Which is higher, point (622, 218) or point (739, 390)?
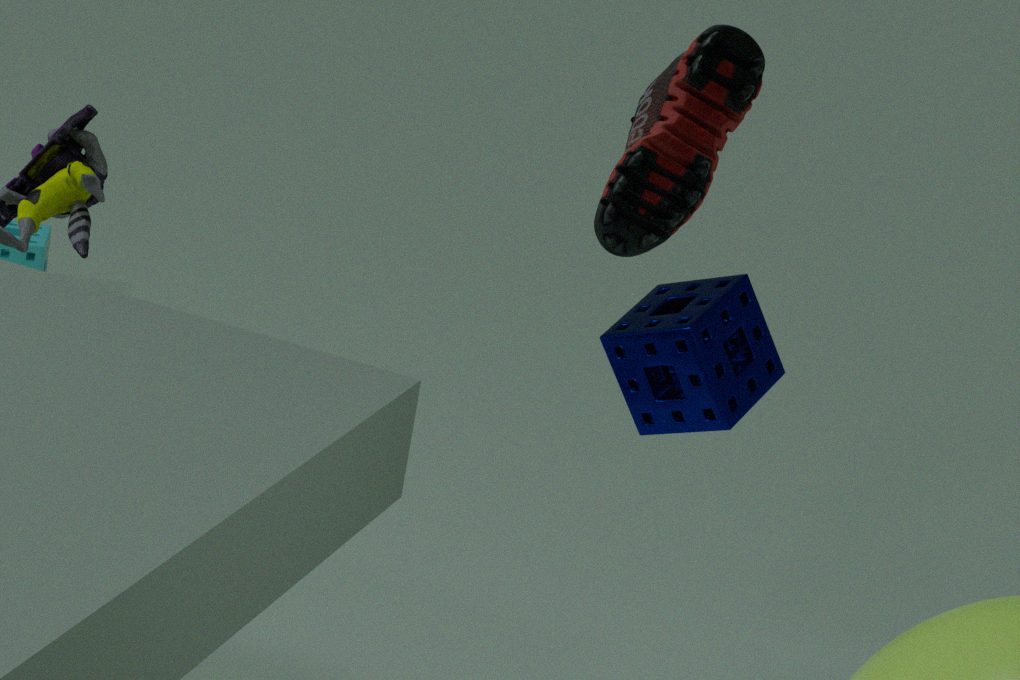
point (622, 218)
